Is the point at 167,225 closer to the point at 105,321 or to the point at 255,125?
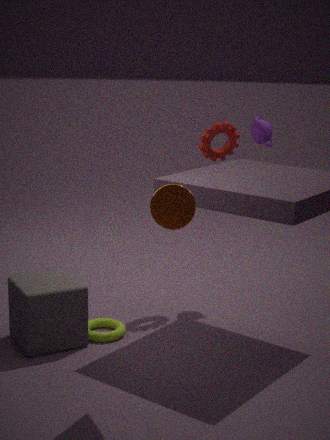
the point at 105,321
